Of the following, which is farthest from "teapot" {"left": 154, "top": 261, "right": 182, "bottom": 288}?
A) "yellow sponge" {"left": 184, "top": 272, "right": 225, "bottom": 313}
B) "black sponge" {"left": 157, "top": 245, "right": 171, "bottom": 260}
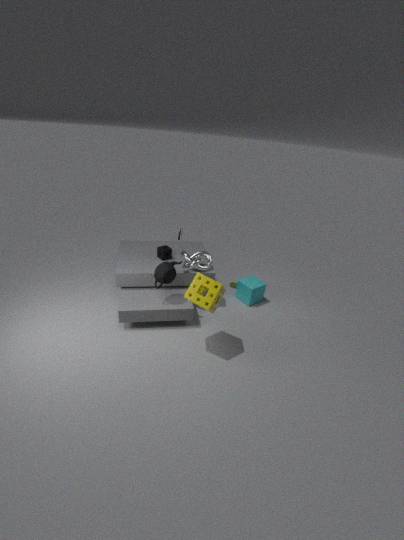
"black sponge" {"left": 157, "top": 245, "right": 171, "bottom": 260}
